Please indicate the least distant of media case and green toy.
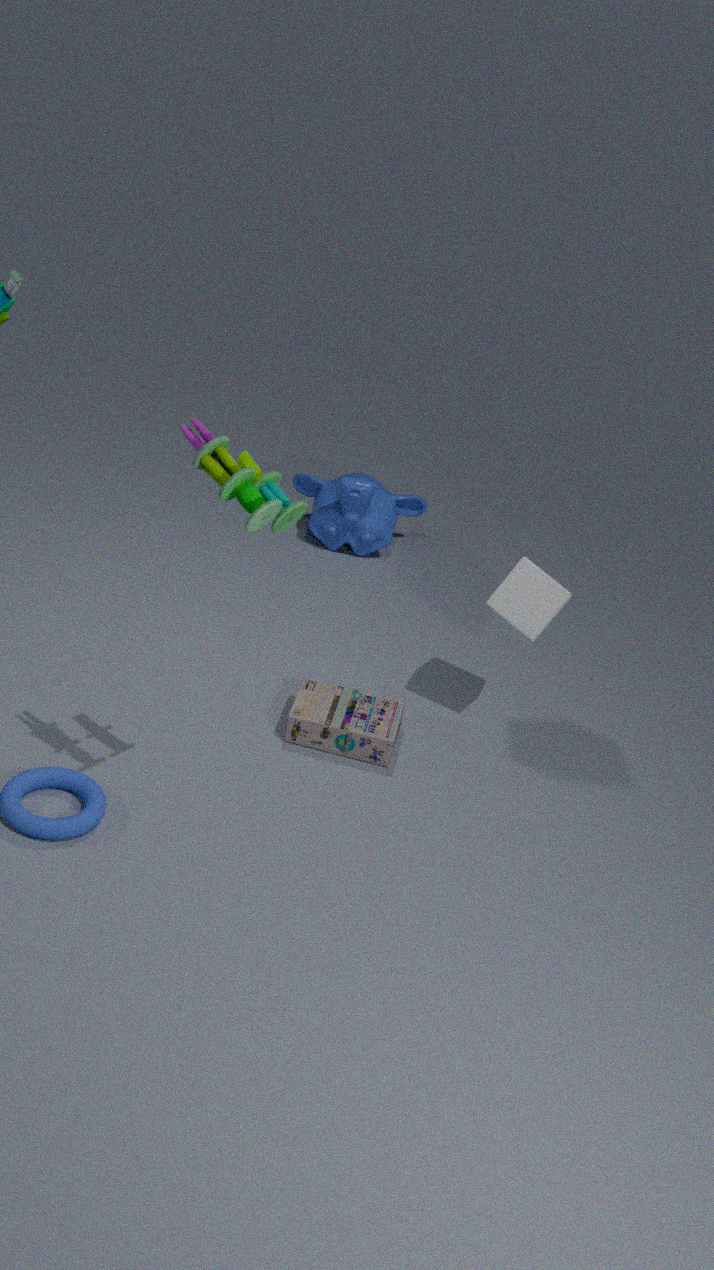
green toy
